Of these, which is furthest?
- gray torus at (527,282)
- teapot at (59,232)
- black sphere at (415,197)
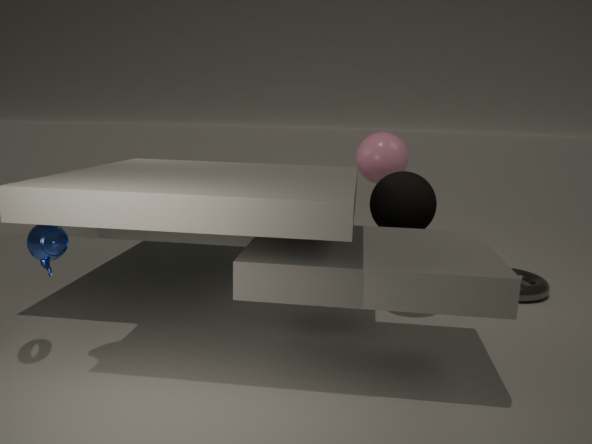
gray torus at (527,282)
